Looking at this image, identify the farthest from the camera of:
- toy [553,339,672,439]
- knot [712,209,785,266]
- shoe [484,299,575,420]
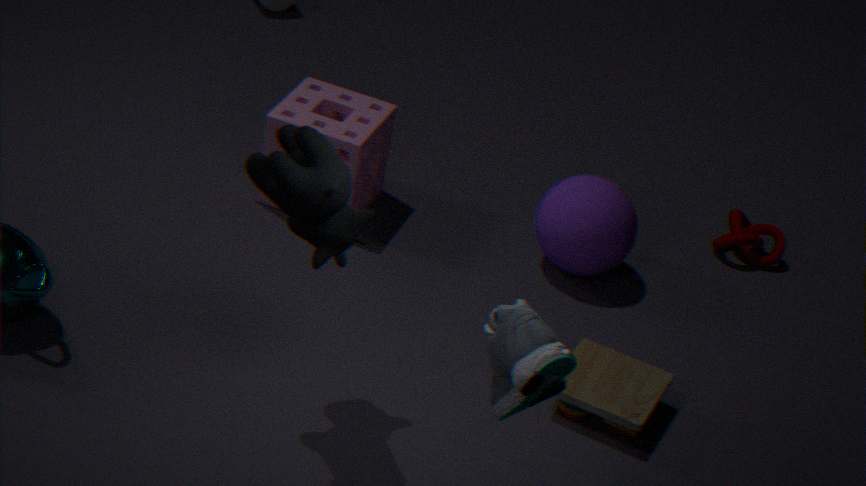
knot [712,209,785,266]
